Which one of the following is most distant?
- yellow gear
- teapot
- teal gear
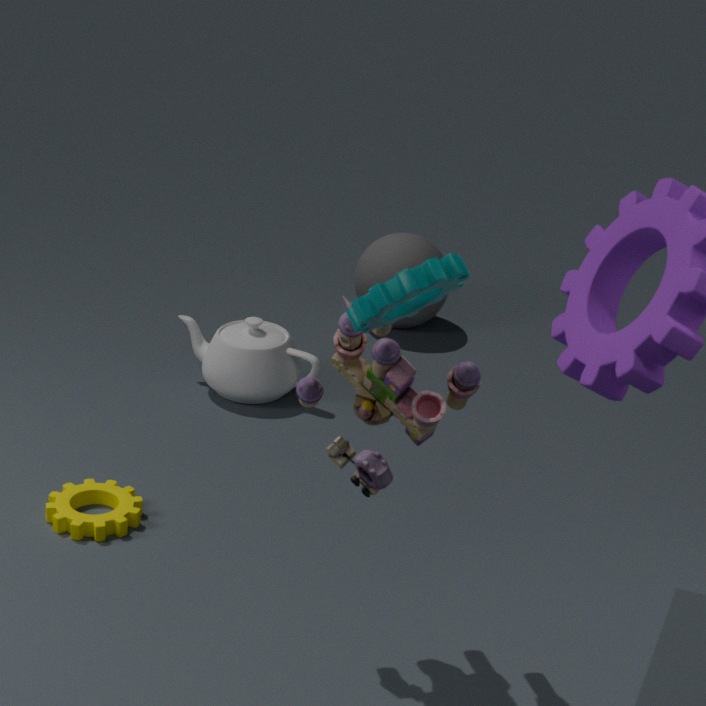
teapot
